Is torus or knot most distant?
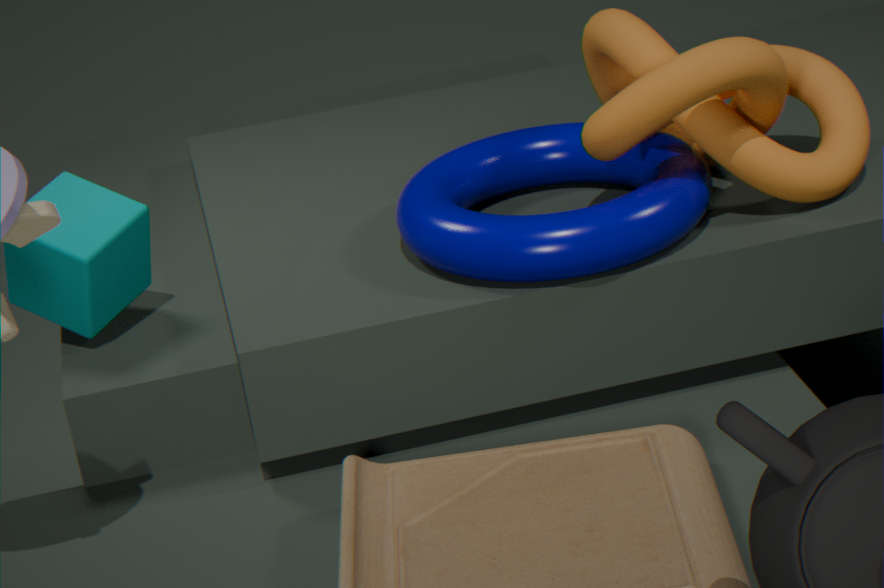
torus
